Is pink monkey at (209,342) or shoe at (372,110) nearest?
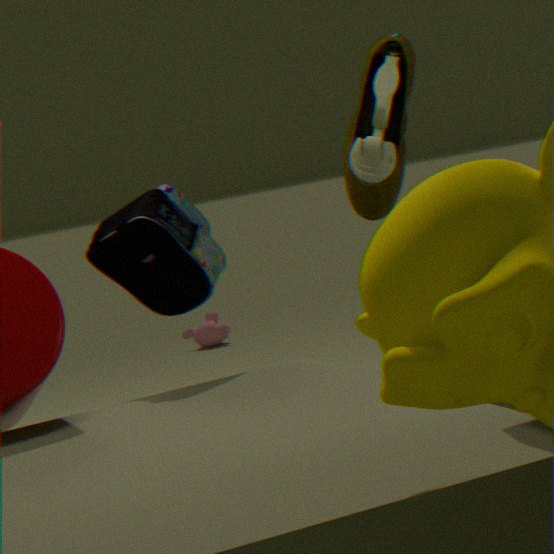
shoe at (372,110)
